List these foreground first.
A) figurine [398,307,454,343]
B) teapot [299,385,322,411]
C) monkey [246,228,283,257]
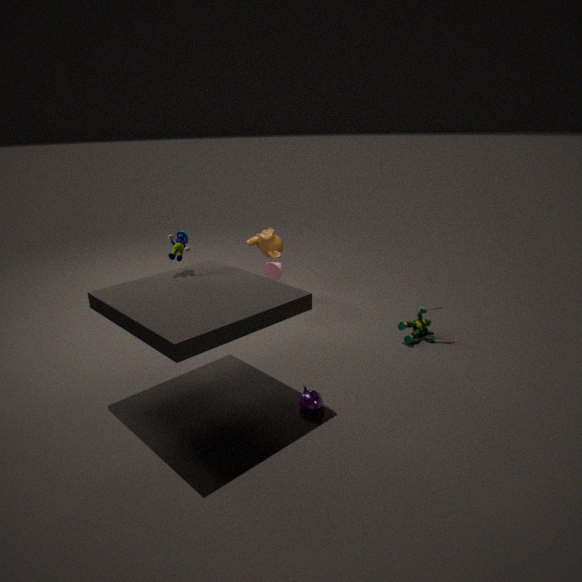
teapot [299,385,322,411] → figurine [398,307,454,343] → monkey [246,228,283,257]
